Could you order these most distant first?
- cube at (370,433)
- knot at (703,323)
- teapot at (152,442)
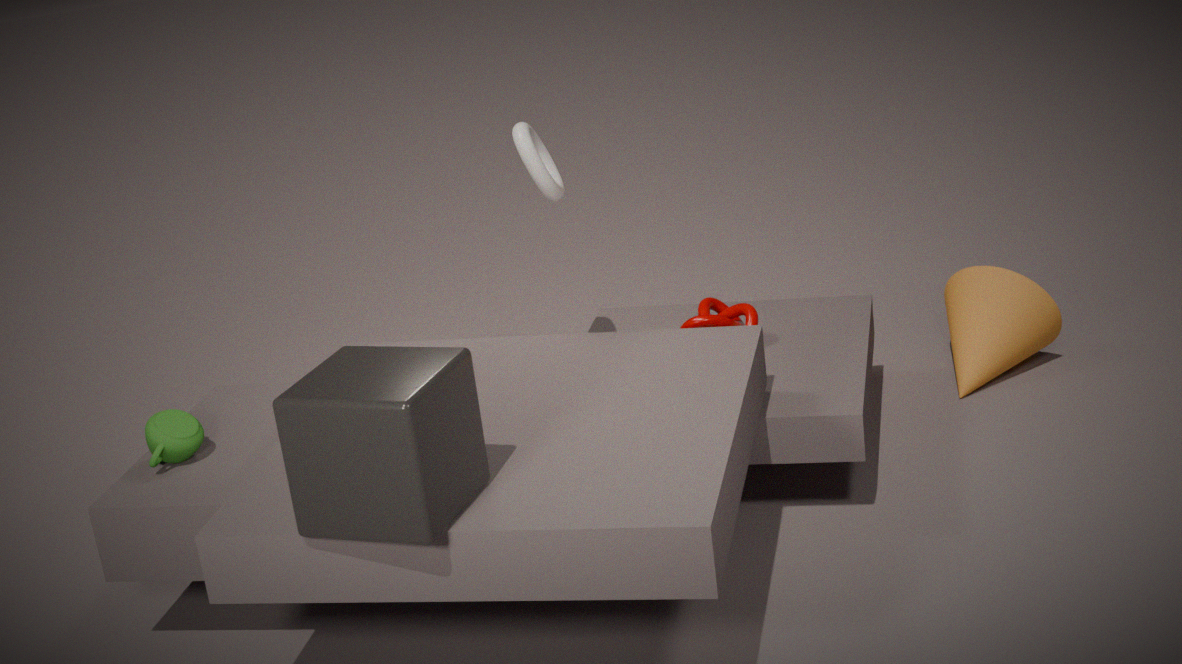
1. knot at (703,323)
2. teapot at (152,442)
3. cube at (370,433)
